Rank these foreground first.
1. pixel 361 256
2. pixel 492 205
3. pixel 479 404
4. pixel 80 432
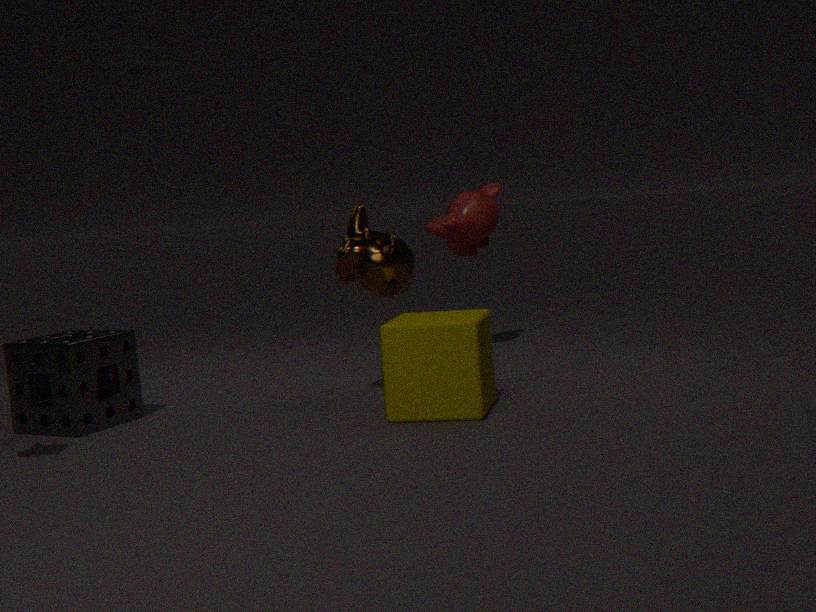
pixel 479 404
pixel 80 432
pixel 361 256
pixel 492 205
